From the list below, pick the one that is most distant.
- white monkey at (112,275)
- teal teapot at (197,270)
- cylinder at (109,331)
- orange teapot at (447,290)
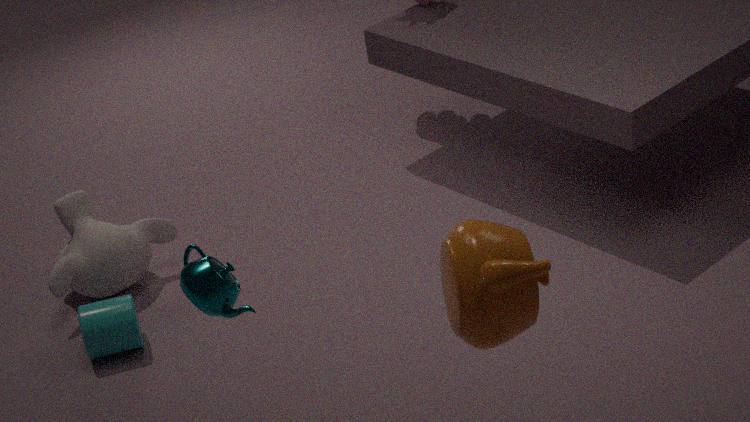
white monkey at (112,275)
